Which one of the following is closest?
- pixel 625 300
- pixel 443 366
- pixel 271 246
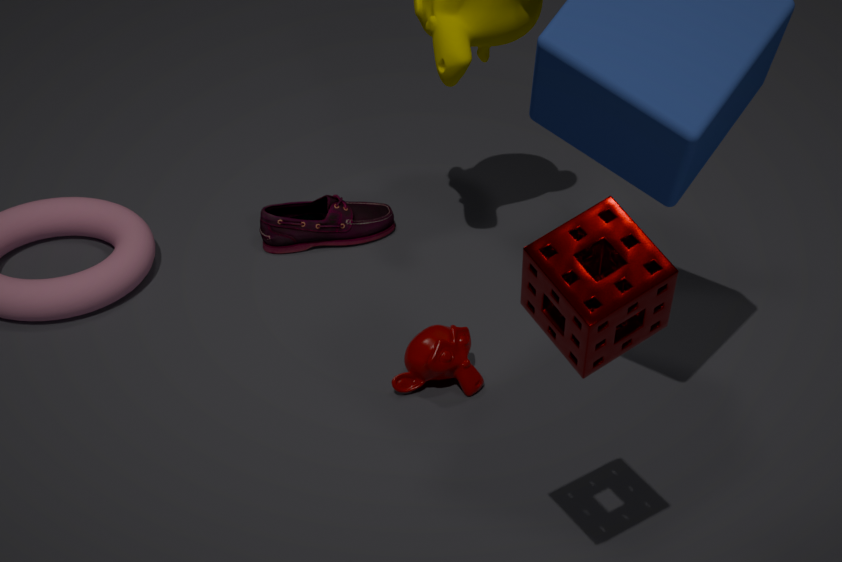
pixel 625 300
